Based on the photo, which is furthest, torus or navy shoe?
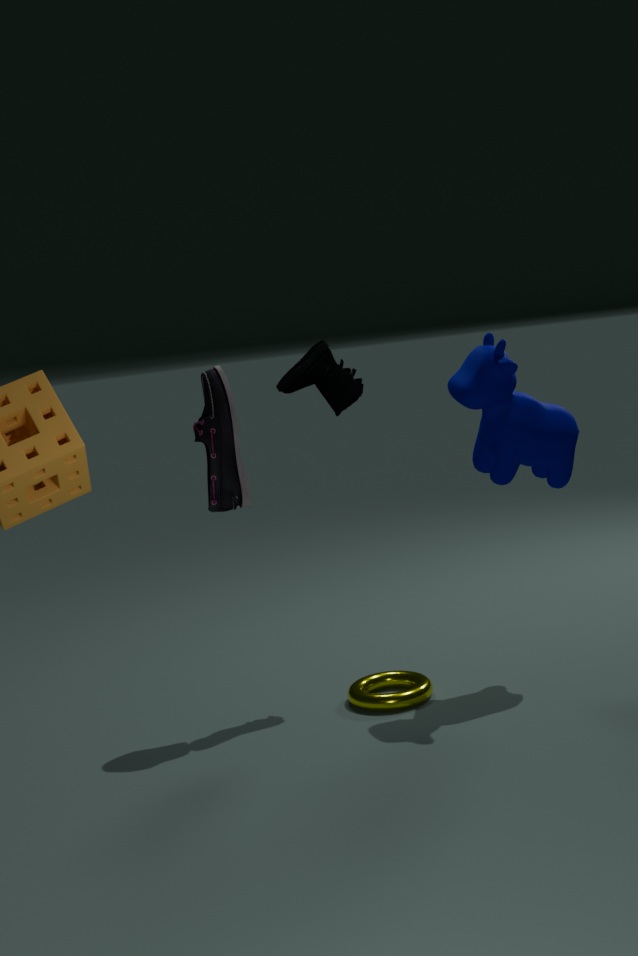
torus
